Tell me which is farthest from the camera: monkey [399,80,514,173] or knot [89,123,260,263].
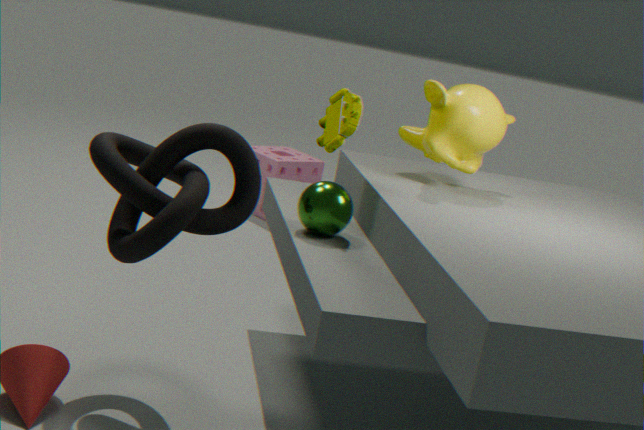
monkey [399,80,514,173]
